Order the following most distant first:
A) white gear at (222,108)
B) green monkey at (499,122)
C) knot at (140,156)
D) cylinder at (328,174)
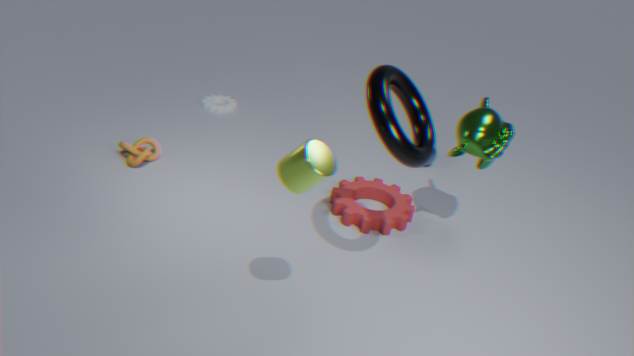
white gear at (222,108), knot at (140,156), green monkey at (499,122), cylinder at (328,174)
